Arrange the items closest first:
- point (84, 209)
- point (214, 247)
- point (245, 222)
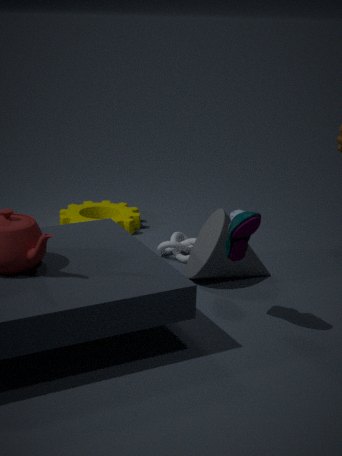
point (245, 222)
point (214, 247)
point (84, 209)
